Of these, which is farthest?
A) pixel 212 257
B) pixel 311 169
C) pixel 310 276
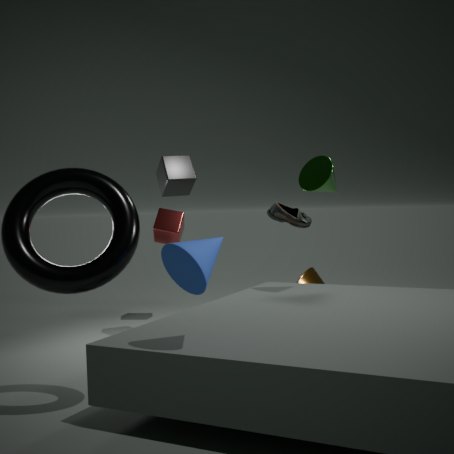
pixel 310 276
